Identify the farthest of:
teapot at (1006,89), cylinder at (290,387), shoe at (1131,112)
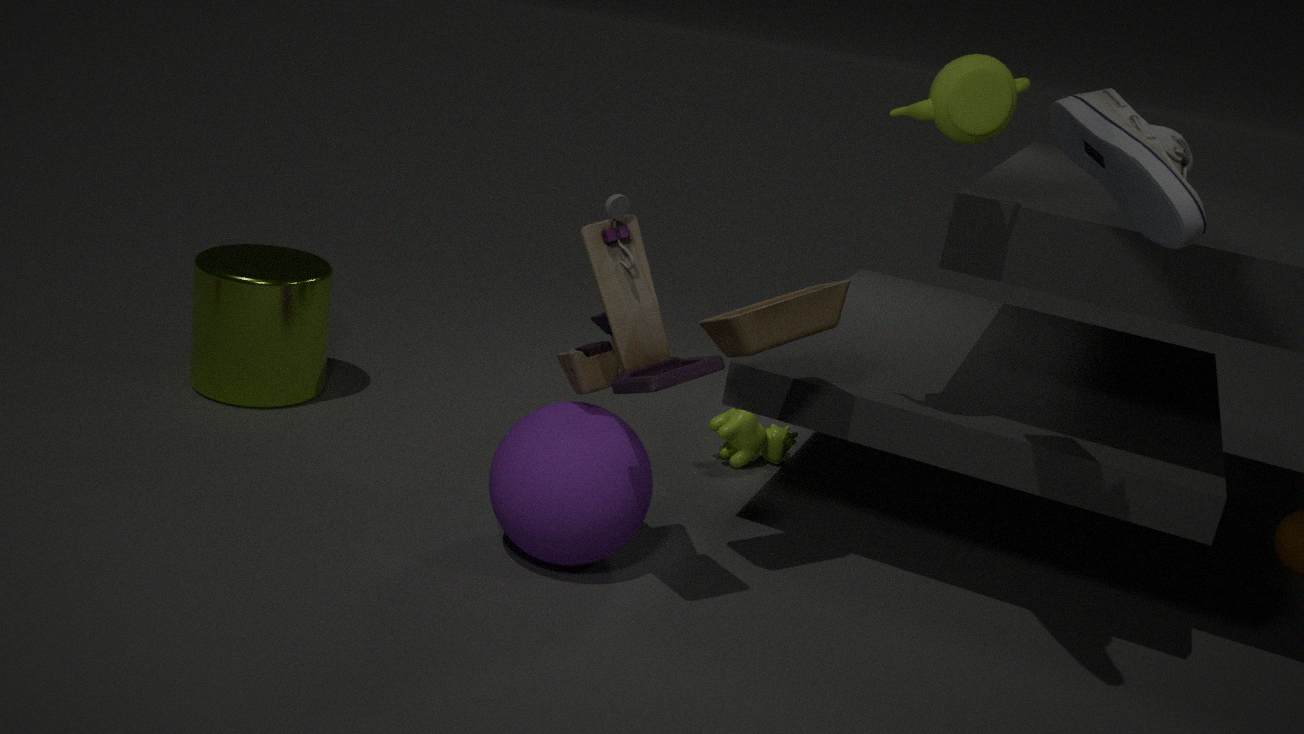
cylinder at (290,387)
